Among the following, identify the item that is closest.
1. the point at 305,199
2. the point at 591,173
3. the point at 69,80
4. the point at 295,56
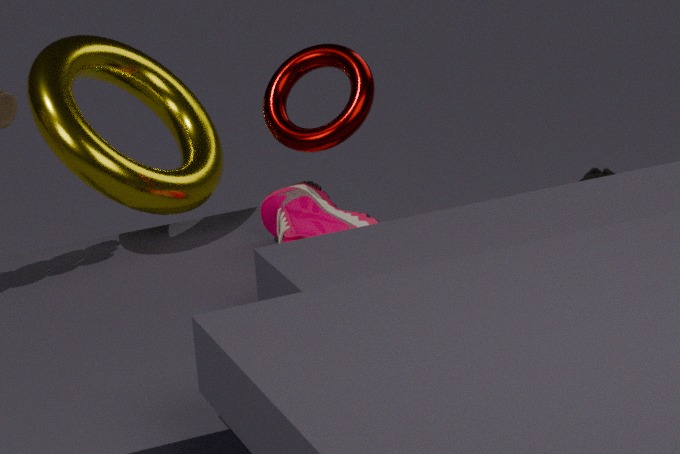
the point at 295,56
